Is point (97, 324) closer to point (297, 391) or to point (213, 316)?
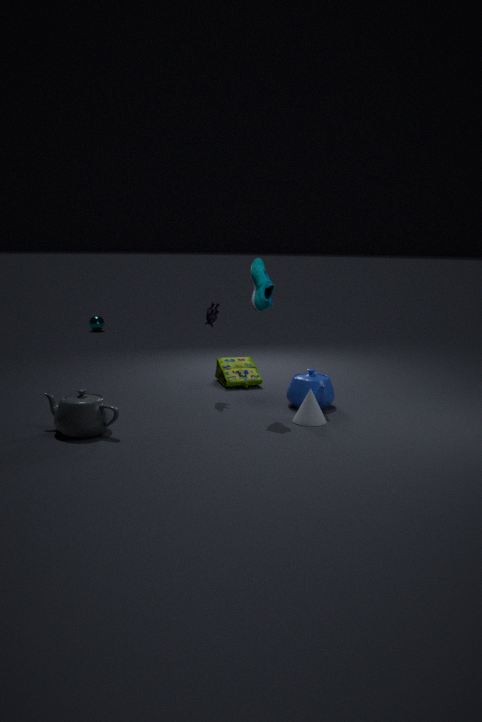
point (213, 316)
